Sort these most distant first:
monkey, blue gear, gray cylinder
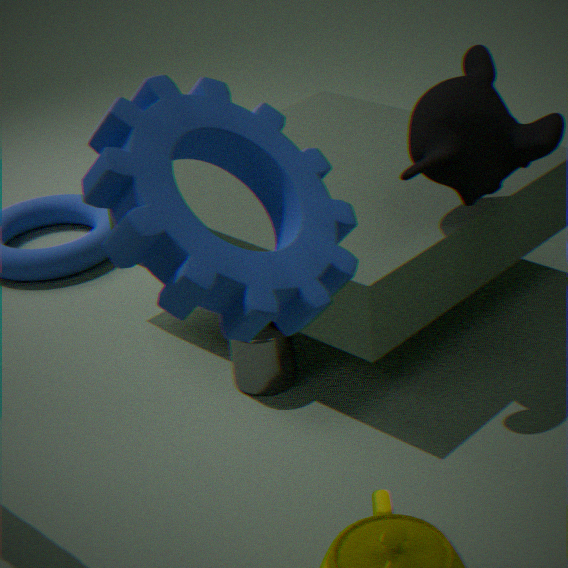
gray cylinder, monkey, blue gear
